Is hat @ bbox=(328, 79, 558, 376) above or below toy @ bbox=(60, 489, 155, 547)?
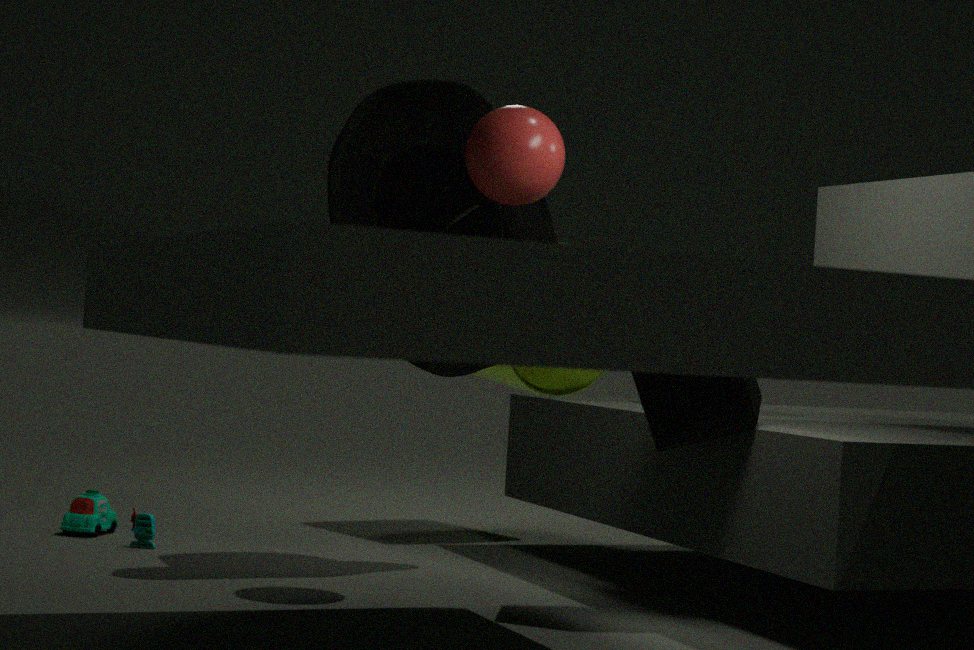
above
